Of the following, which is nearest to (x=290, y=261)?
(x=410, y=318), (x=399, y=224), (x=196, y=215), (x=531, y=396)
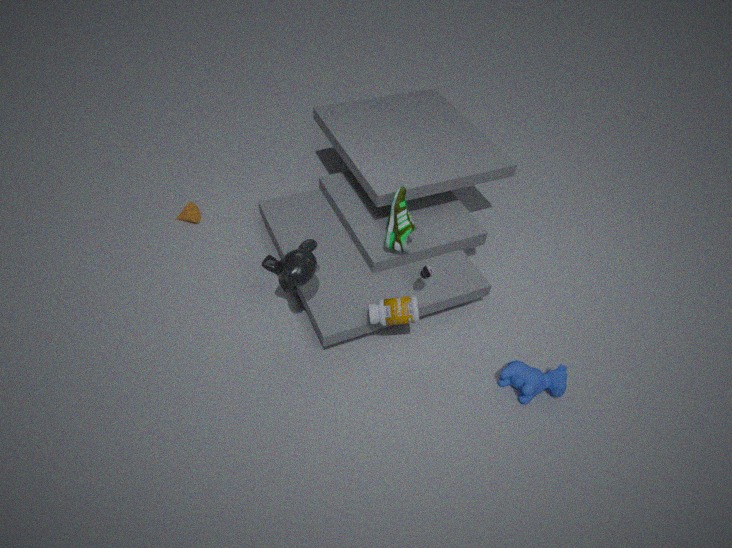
(x=410, y=318)
